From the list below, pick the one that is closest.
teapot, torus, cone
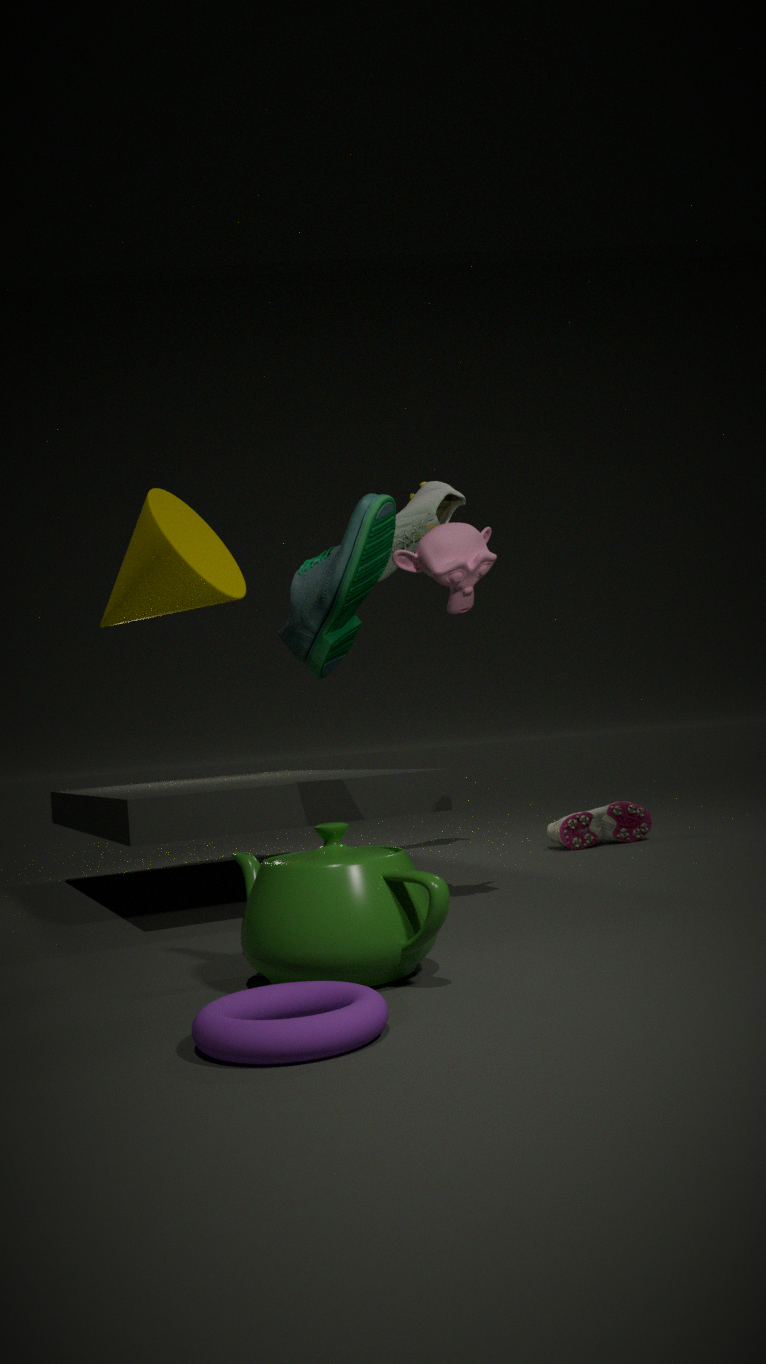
torus
